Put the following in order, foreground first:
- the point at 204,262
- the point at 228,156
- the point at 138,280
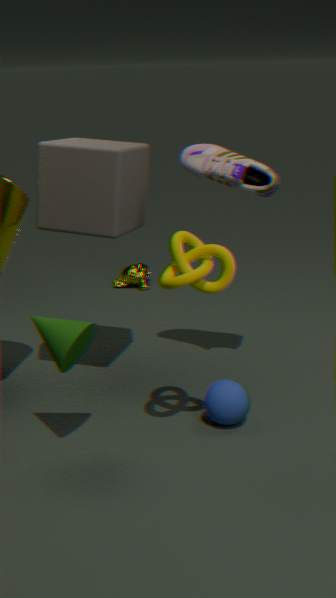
the point at 204,262 < the point at 228,156 < the point at 138,280
